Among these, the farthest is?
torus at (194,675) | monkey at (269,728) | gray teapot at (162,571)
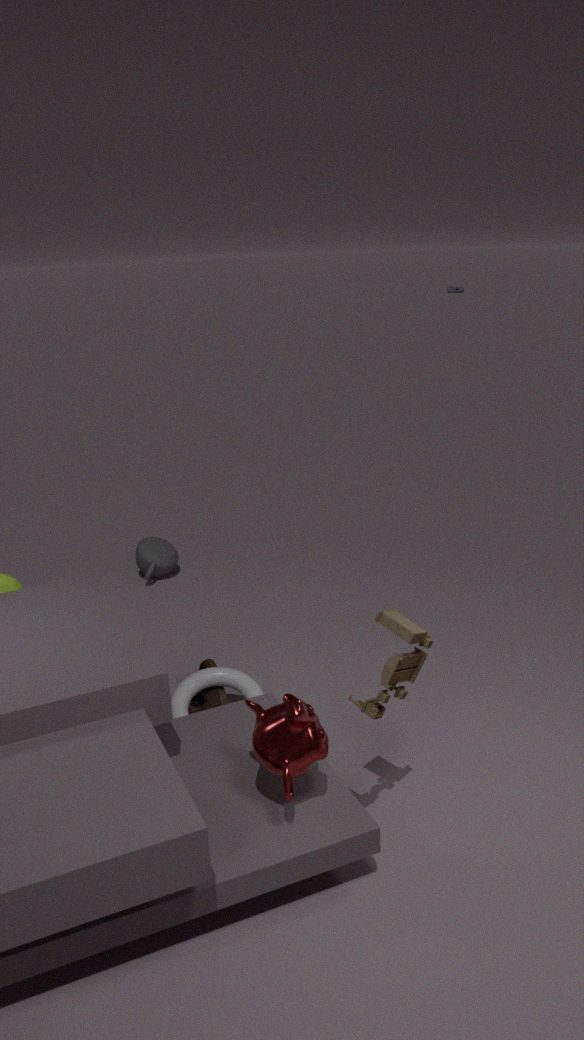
gray teapot at (162,571)
